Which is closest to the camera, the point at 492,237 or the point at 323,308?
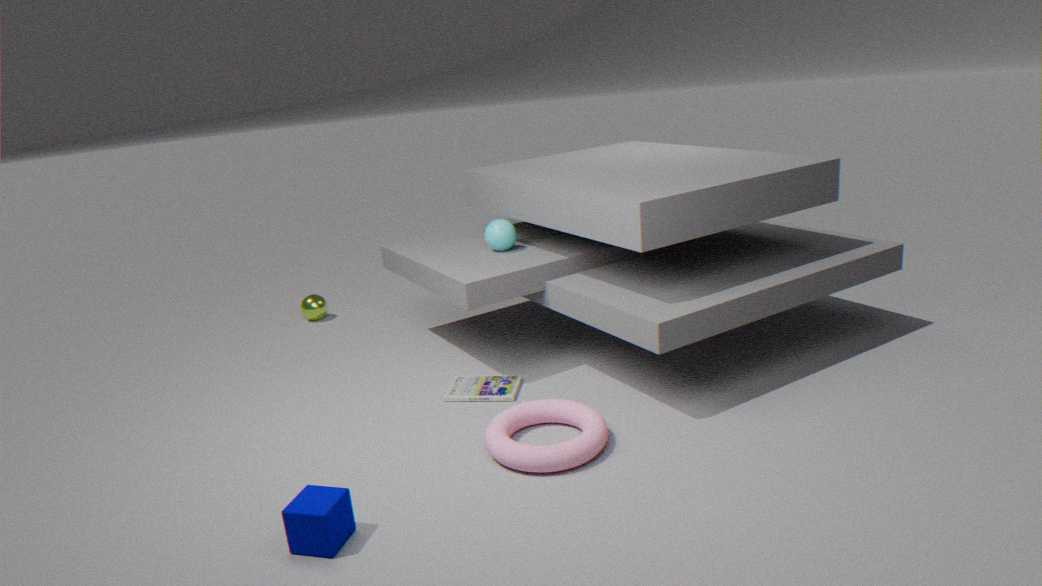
the point at 492,237
